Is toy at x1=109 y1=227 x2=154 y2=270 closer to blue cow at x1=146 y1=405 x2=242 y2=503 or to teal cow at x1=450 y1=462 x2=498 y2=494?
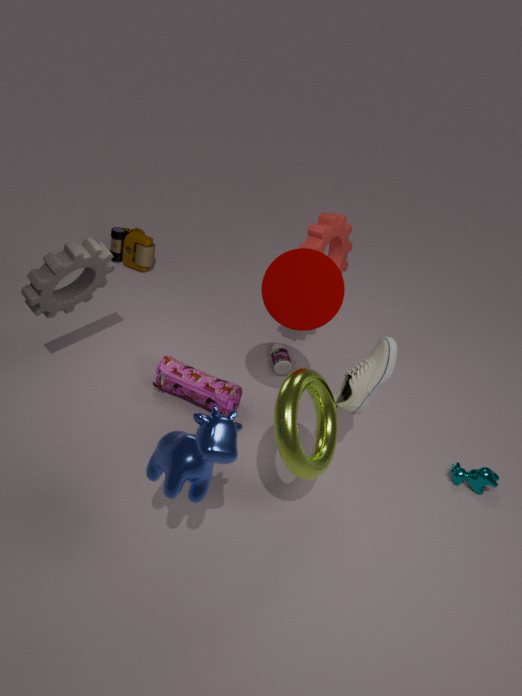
blue cow at x1=146 y1=405 x2=242 y2=503
